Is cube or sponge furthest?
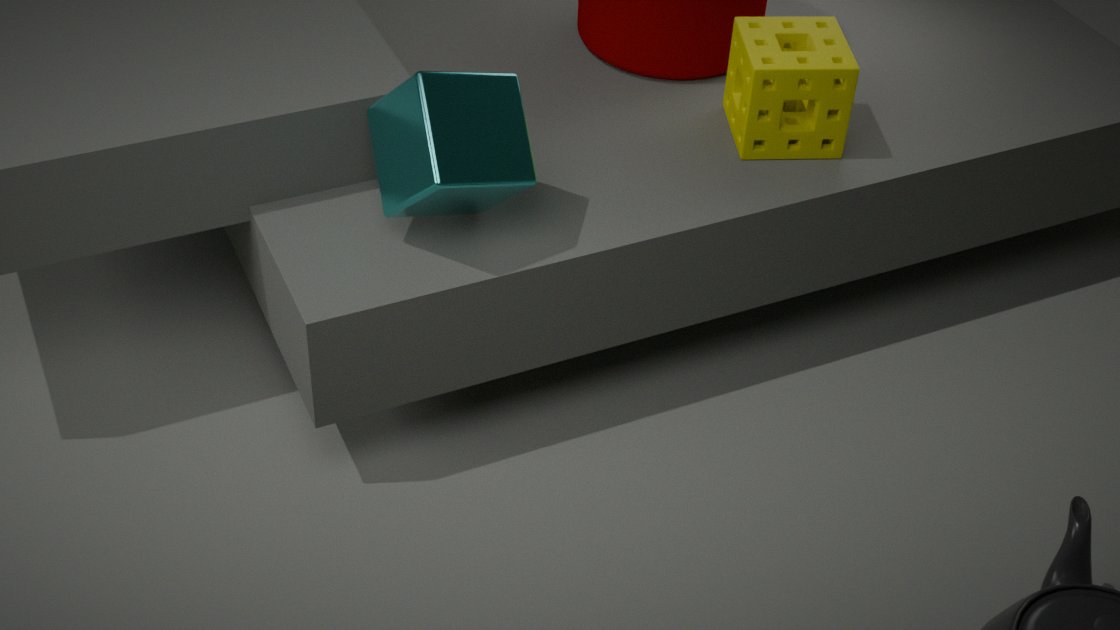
sponge
